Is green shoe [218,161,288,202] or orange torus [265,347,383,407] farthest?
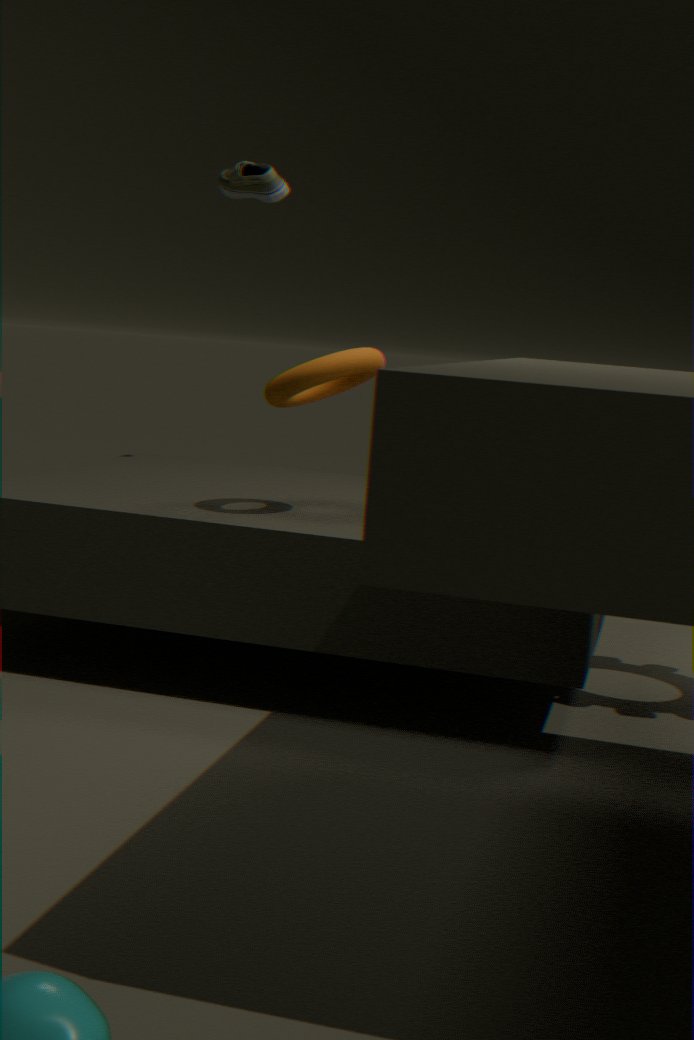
green shoe [218,161,288,202]
